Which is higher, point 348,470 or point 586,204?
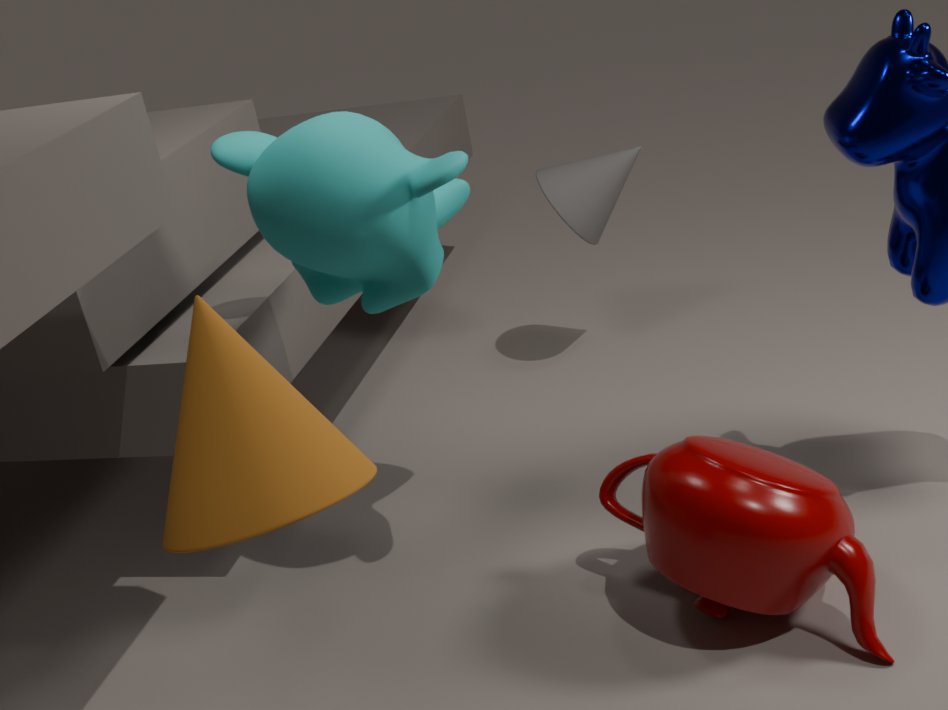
point 348,470
